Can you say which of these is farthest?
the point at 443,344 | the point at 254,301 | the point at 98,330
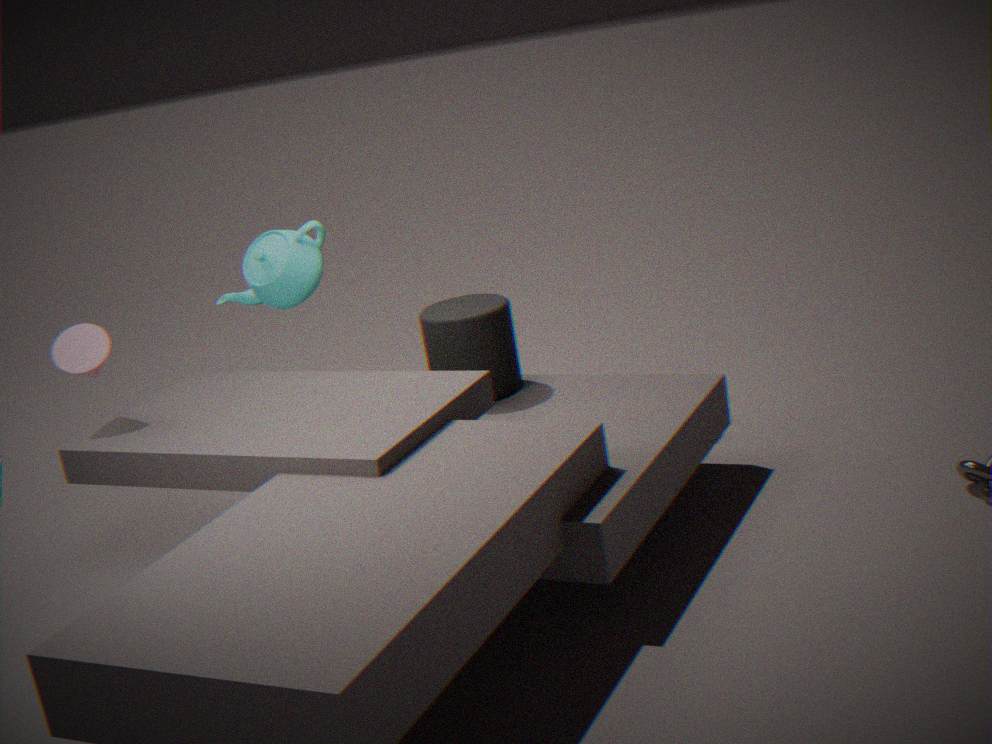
the point at 254,301
